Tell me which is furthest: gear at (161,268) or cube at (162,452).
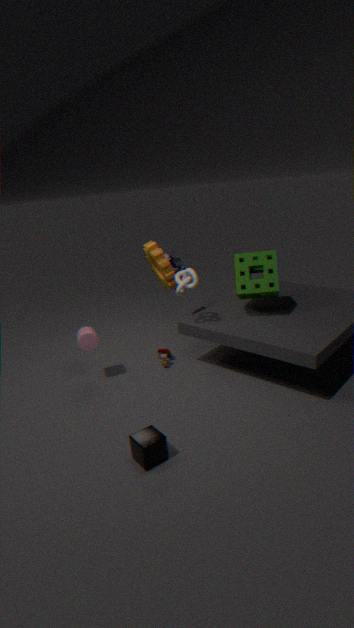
gear at (161,268)
